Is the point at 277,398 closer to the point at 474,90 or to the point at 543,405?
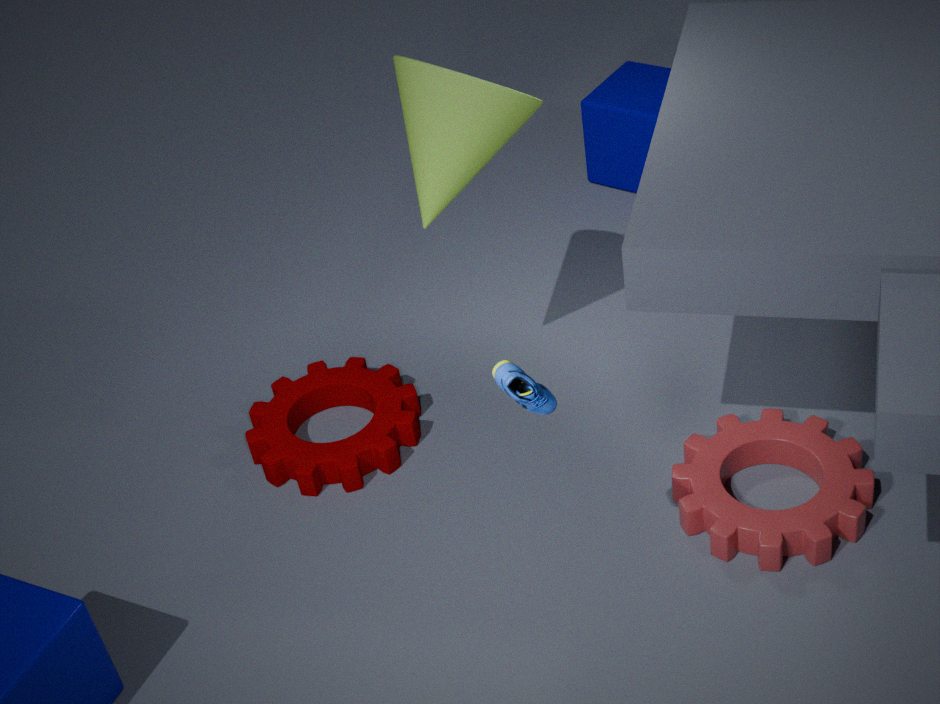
the point at 474,90
